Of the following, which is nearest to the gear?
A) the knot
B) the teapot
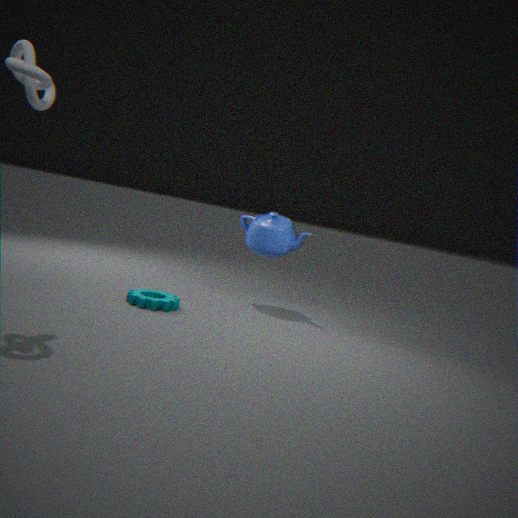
the teapot
